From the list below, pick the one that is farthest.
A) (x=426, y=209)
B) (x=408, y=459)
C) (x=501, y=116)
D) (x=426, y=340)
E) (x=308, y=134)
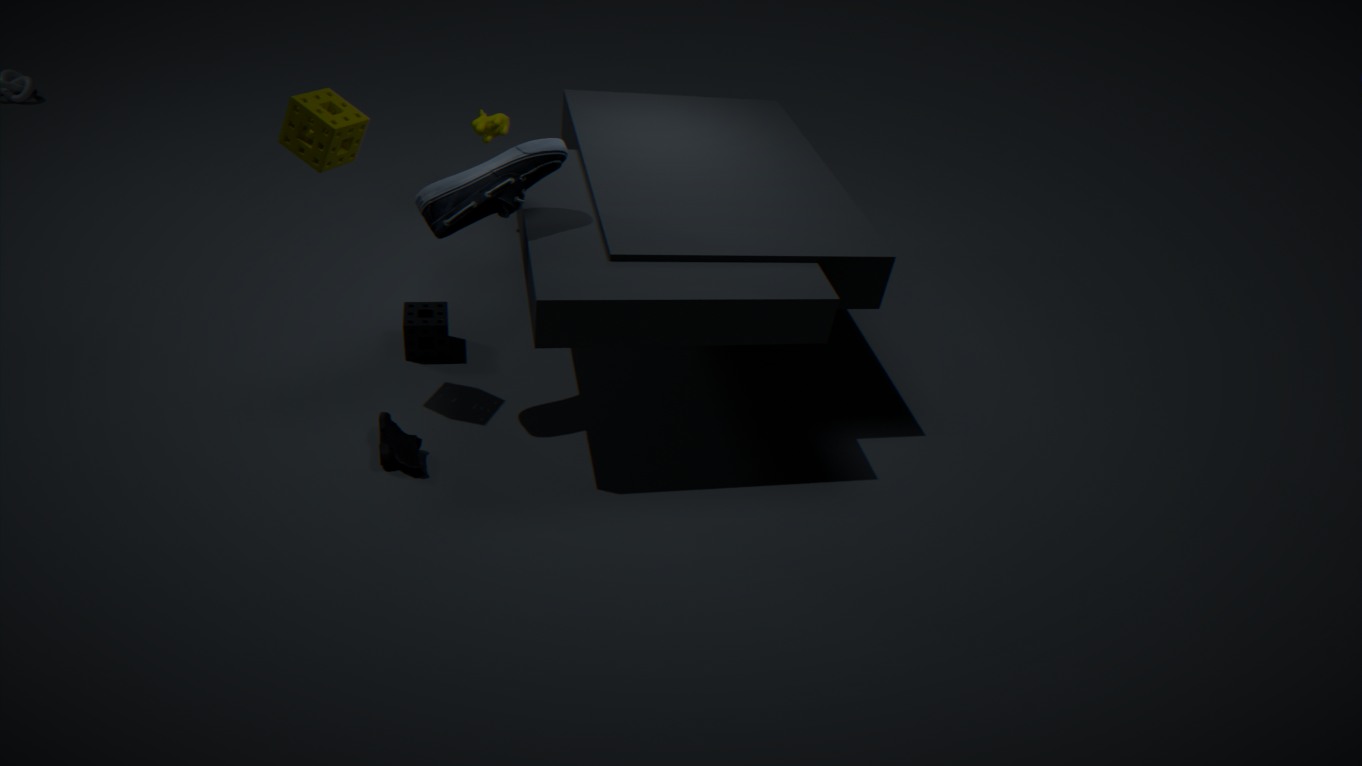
(x=501, y=116)
